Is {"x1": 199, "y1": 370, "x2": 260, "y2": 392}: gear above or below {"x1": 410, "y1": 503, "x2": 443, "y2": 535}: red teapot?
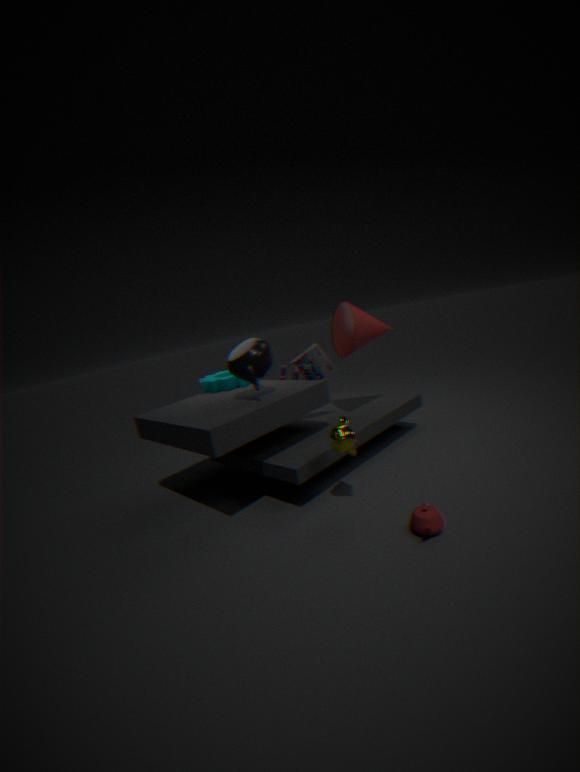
above
